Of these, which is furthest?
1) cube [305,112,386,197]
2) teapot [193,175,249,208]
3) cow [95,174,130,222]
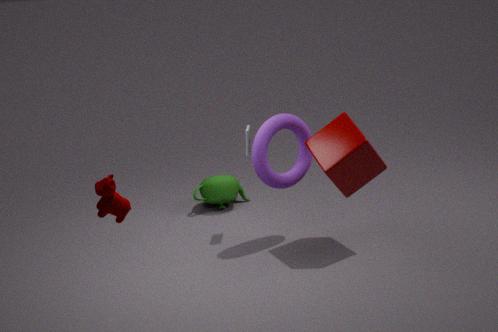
2. teapot [193,175,249,208]
